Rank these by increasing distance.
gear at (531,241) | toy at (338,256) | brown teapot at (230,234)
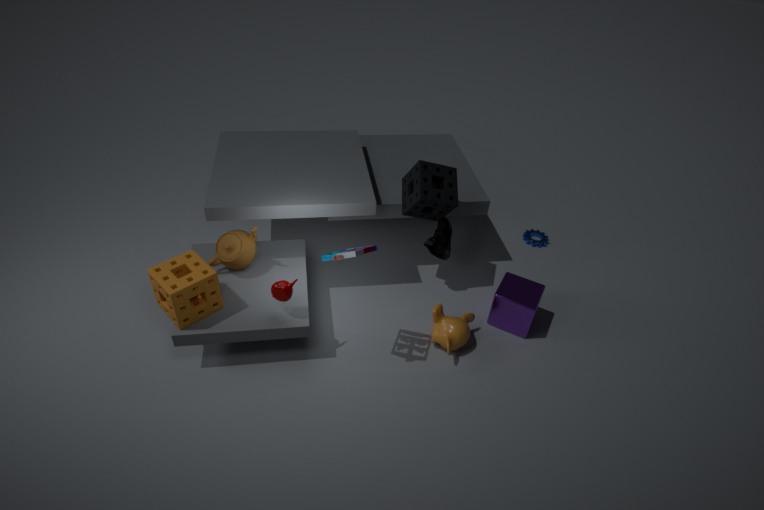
toy at (338,256) < brown teapot at (230,234) < gear at (531,241)
